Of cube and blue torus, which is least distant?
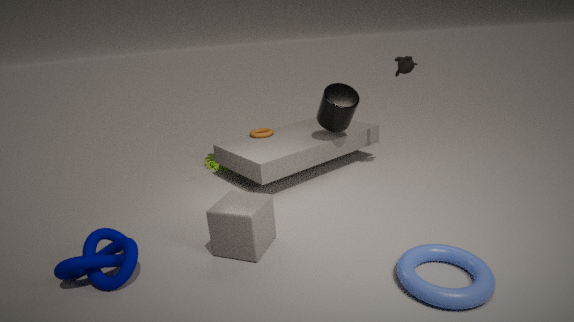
blue torus
